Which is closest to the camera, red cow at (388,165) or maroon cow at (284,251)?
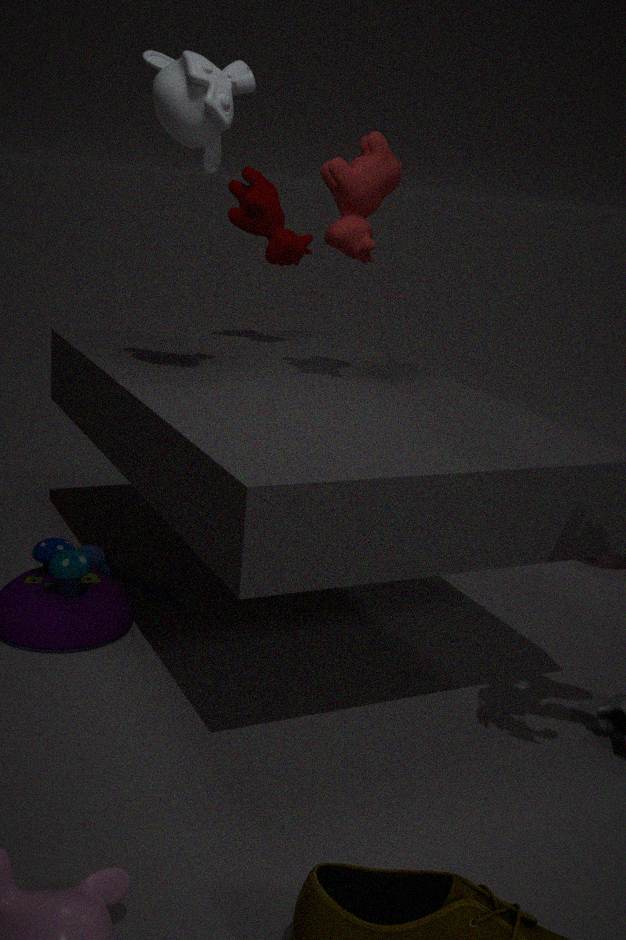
red cow at (388,165)
